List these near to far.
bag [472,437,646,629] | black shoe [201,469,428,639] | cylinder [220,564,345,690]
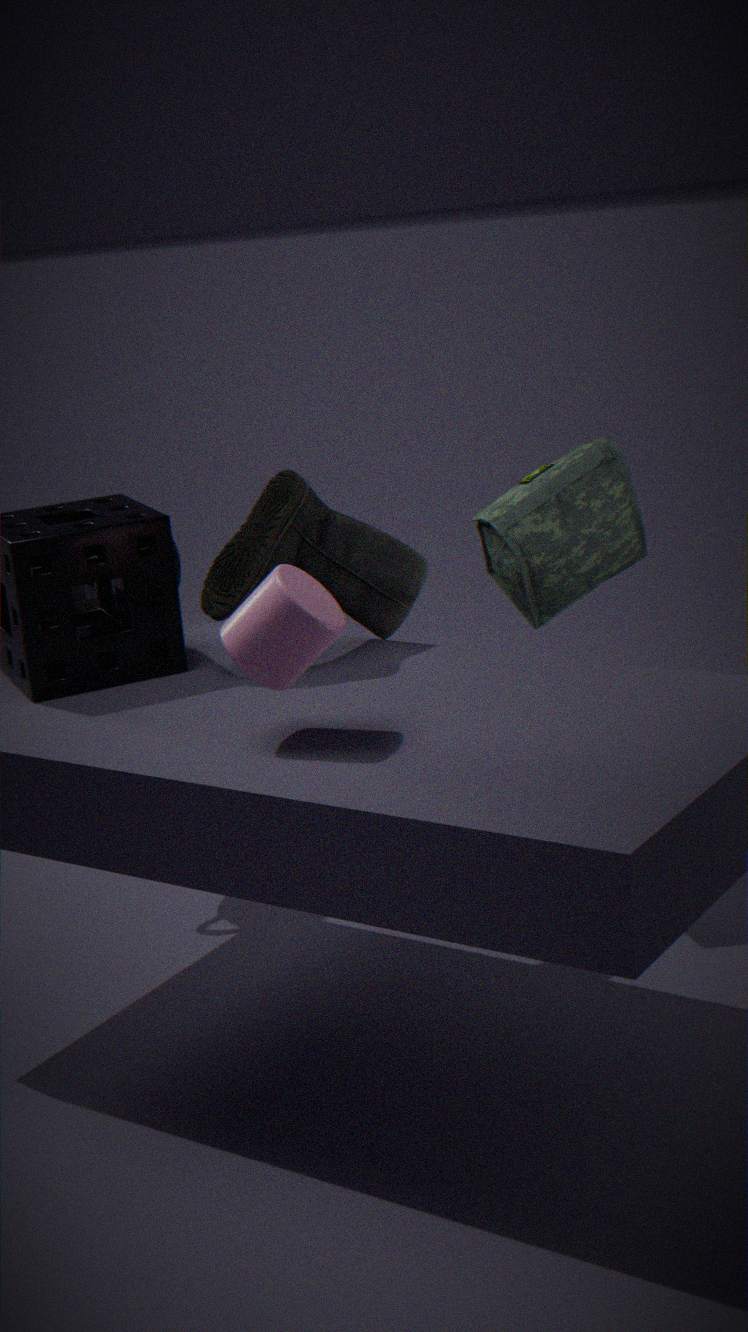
cylinder [220,564,345,690] < black shoe [201,469,428,639] < bag [472,437,646,629]
